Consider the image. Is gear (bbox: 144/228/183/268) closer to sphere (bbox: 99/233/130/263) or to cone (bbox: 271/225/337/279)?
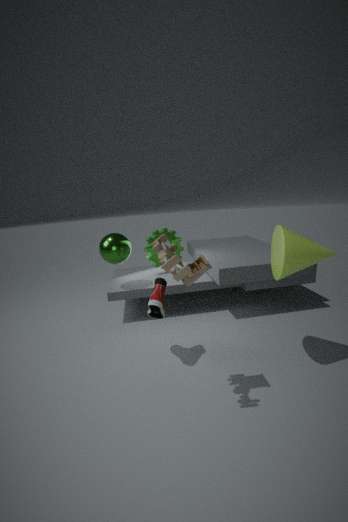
sphere (bbox: 99/233/130/263)
